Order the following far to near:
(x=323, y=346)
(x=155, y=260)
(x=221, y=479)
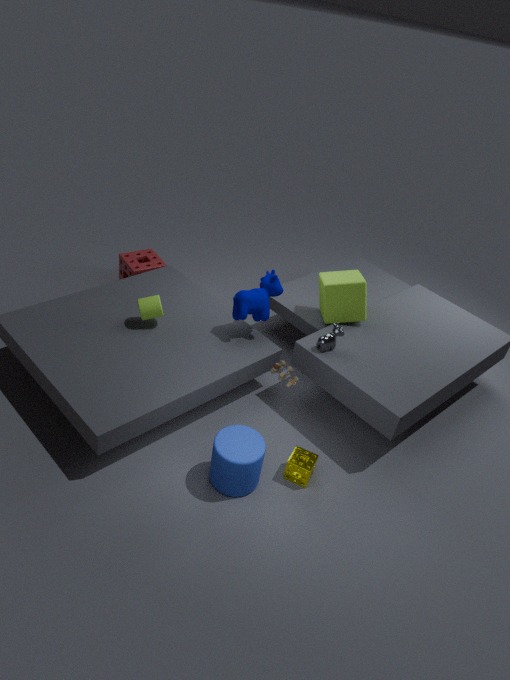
(x=155, y=260) → (x=323, y=346) → (x=221, y=479)
